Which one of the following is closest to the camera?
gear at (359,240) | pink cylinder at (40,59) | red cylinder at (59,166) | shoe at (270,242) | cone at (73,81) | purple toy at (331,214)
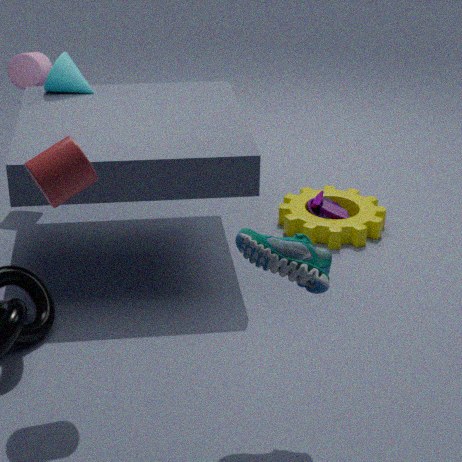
shoe at (270,242)
